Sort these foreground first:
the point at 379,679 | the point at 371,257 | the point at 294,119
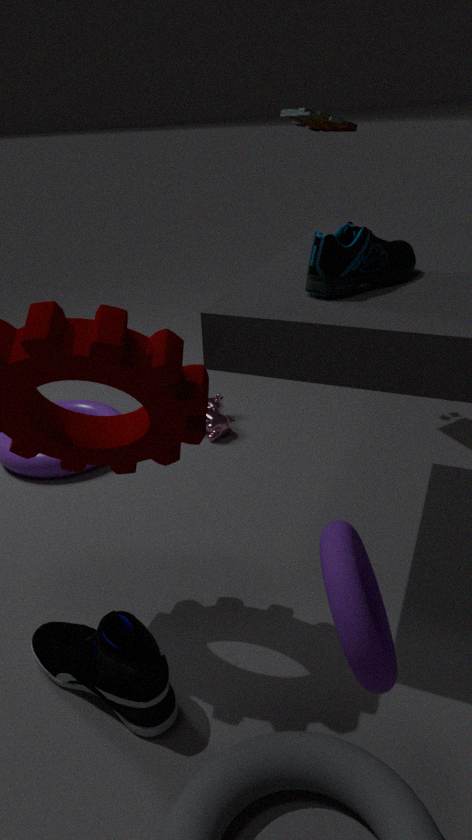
the point at 379,679 < the point at 371,257 < the point at 294,119
